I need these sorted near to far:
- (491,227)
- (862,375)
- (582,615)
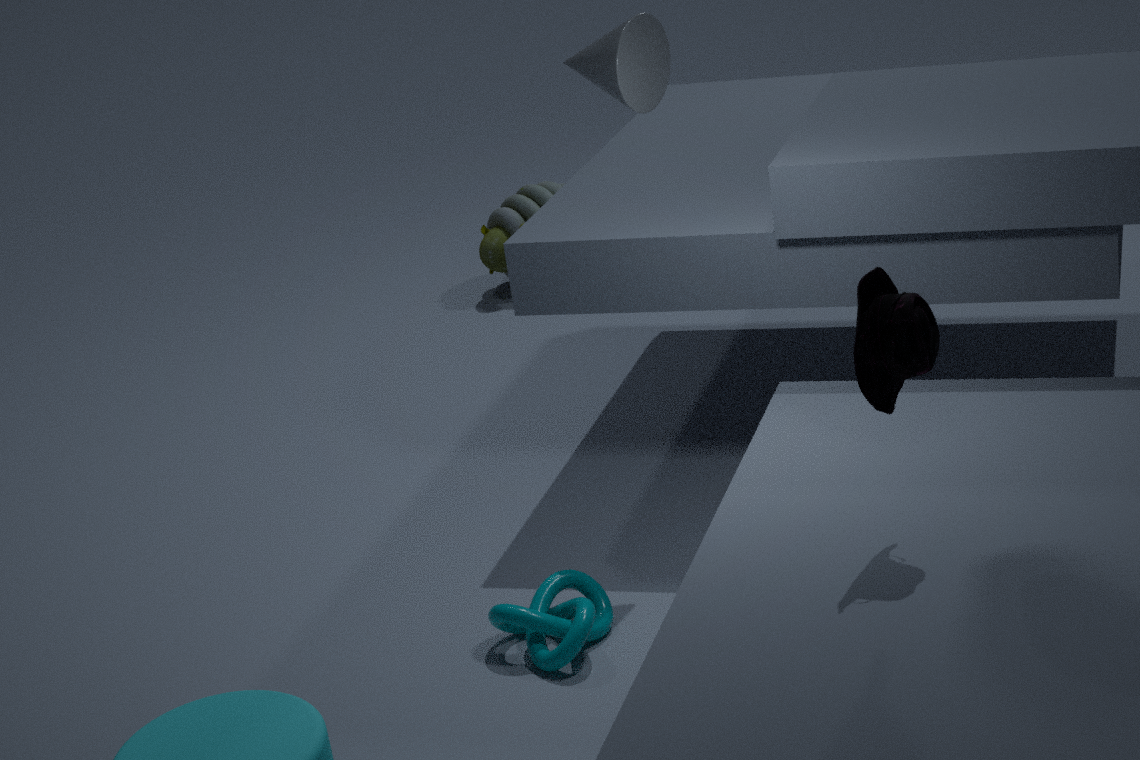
(862,375), (582,615), (491,227)
